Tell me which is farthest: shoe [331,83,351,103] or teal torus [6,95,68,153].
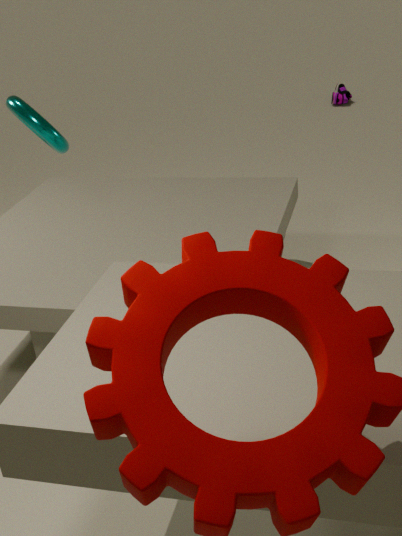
shoe [331,83,351,103]
